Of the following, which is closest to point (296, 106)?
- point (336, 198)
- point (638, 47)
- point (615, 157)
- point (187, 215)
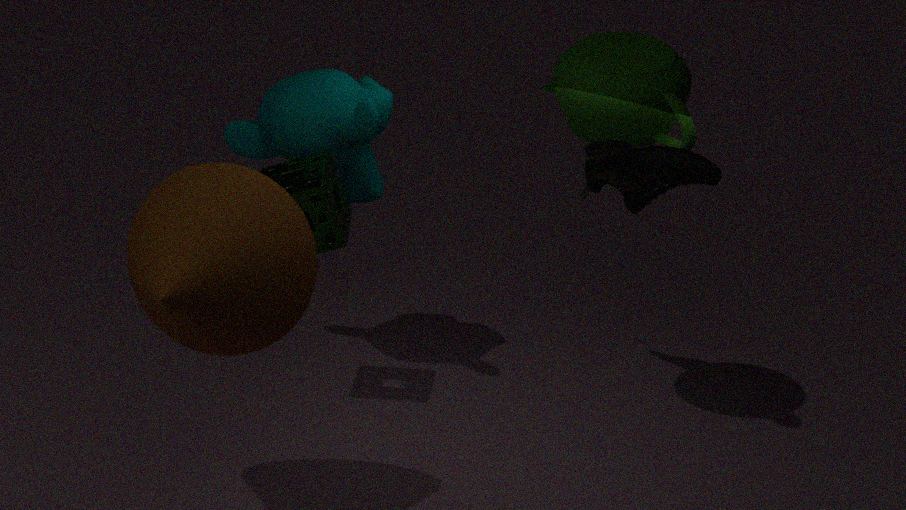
point (336, 198)
